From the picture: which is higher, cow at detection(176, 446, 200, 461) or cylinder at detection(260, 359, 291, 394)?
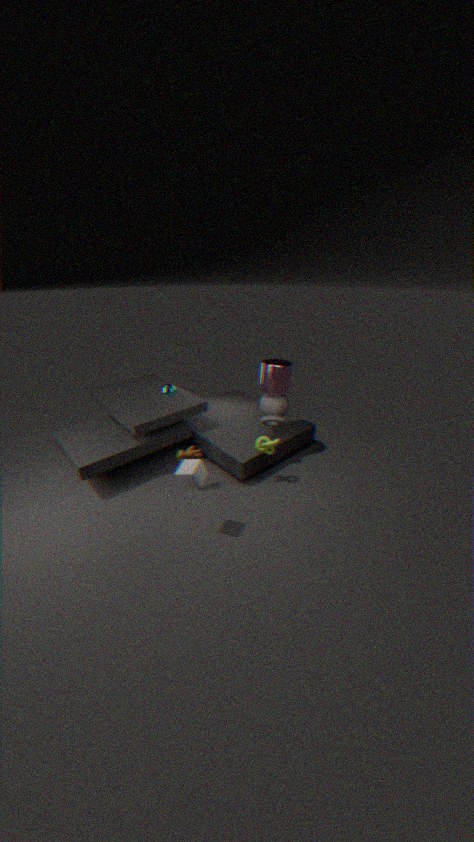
cylinder at detection(260, 359, 291, 394)
